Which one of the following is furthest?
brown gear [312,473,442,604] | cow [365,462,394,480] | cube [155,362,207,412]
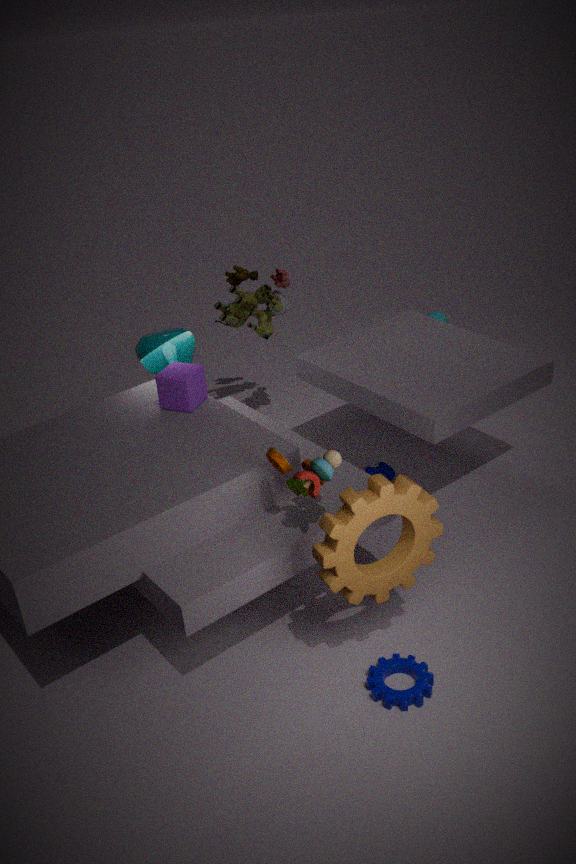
cow [365,462,394,480]
